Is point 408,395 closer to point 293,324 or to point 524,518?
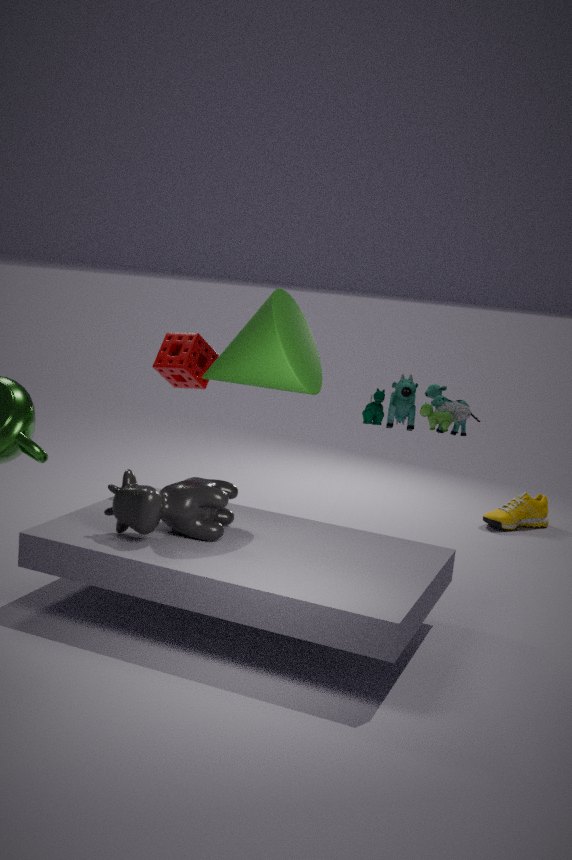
point 524,518
